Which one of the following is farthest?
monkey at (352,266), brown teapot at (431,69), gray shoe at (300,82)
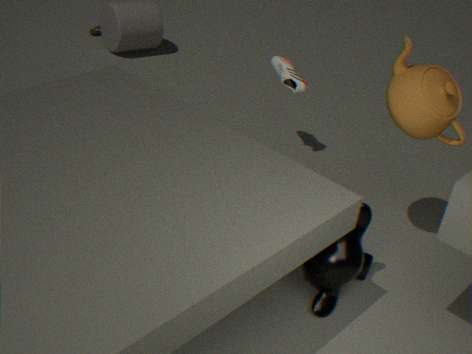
gray shoe at (300,82)
